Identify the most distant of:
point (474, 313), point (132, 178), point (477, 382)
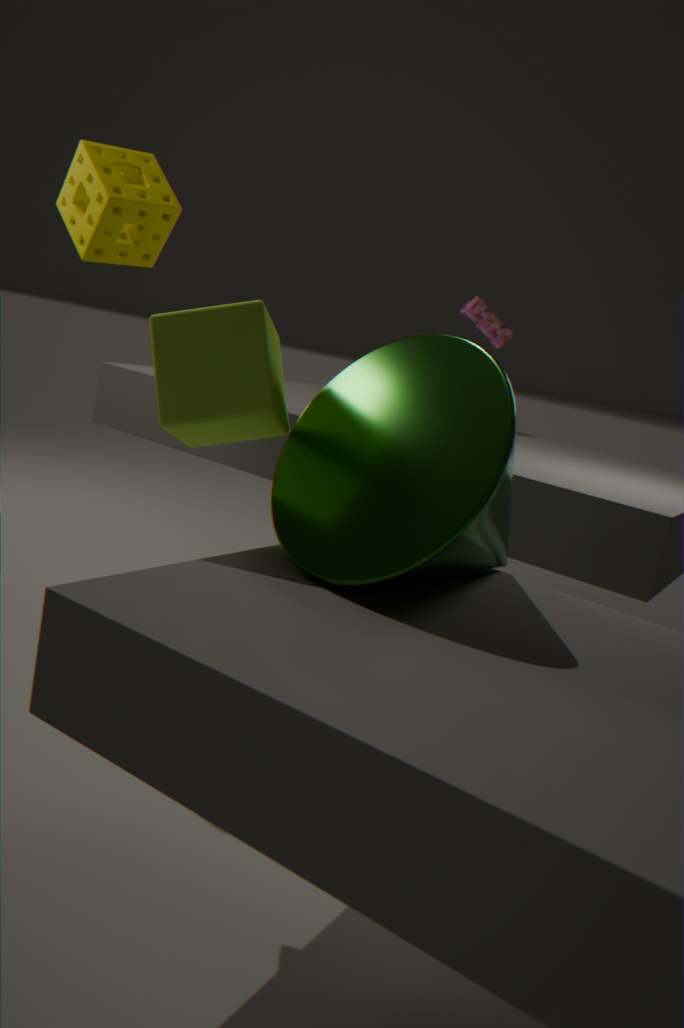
point (474, 313)
